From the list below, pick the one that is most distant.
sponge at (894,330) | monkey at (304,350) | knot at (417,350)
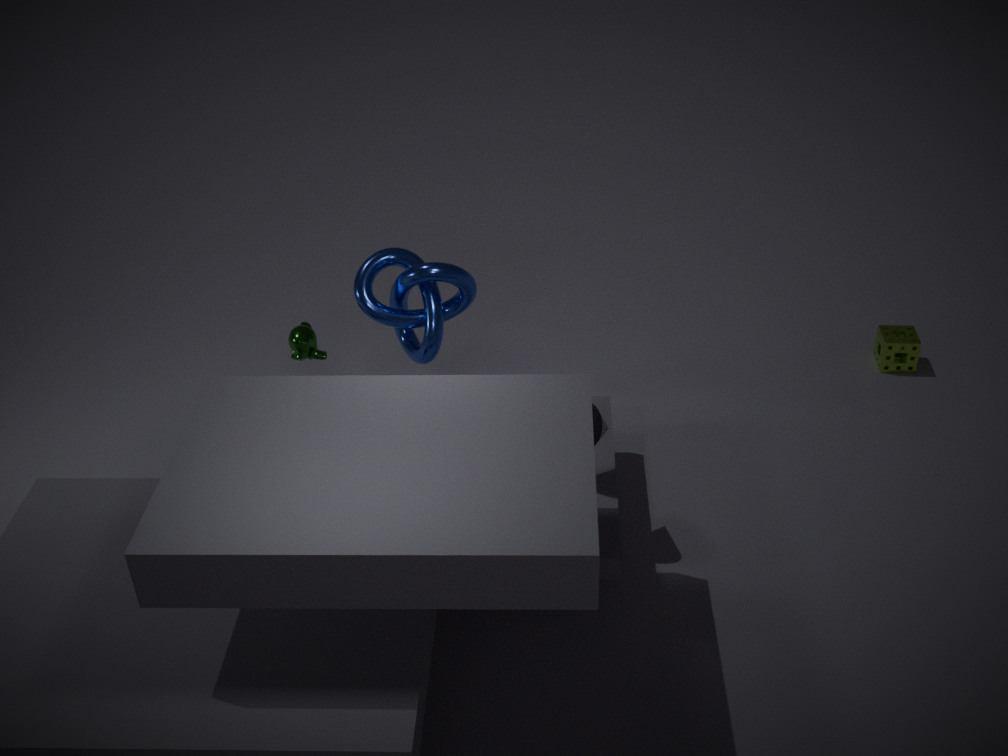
sponge at (894,330)
